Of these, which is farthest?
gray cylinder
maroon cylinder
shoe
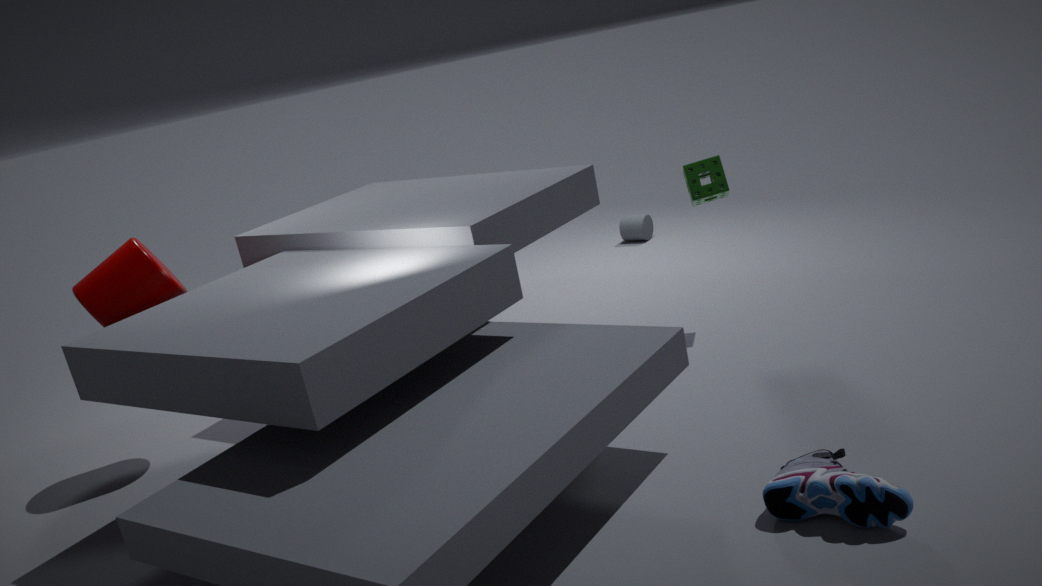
gray cylinder
